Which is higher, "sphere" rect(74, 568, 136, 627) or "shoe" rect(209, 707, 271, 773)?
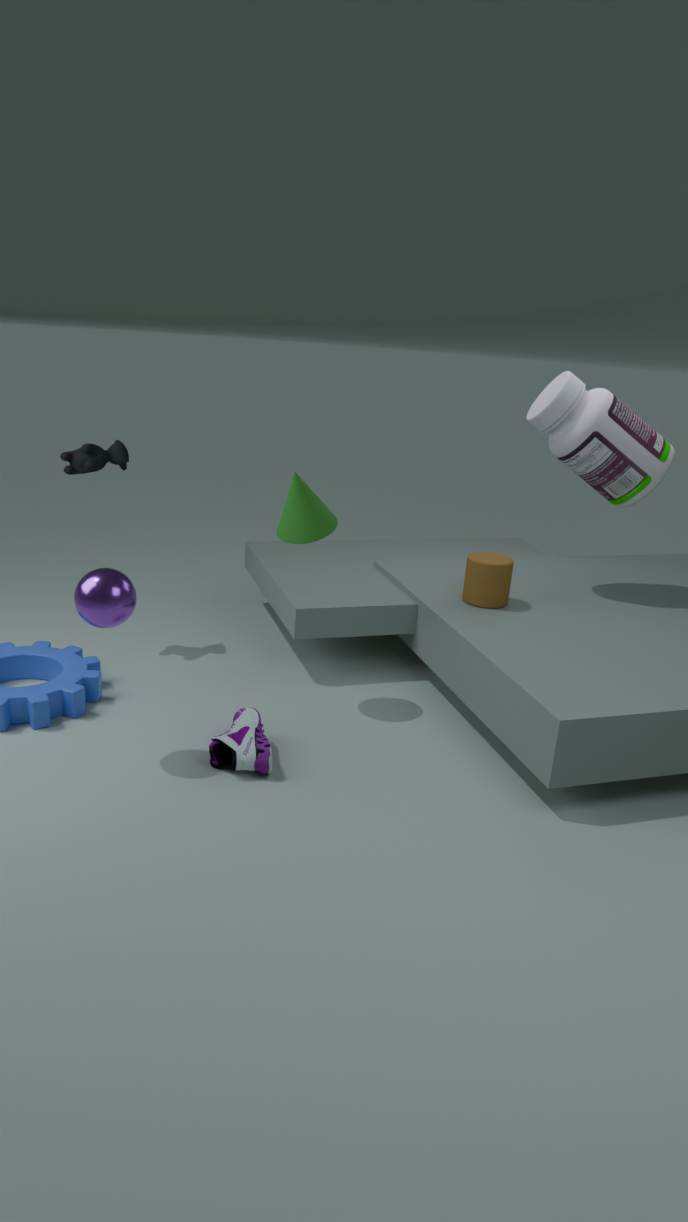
"sphere" rect(74, 568, 136, 627)
